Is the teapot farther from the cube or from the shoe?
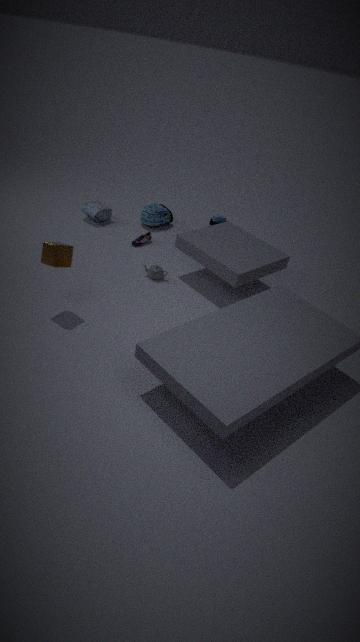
the cube
